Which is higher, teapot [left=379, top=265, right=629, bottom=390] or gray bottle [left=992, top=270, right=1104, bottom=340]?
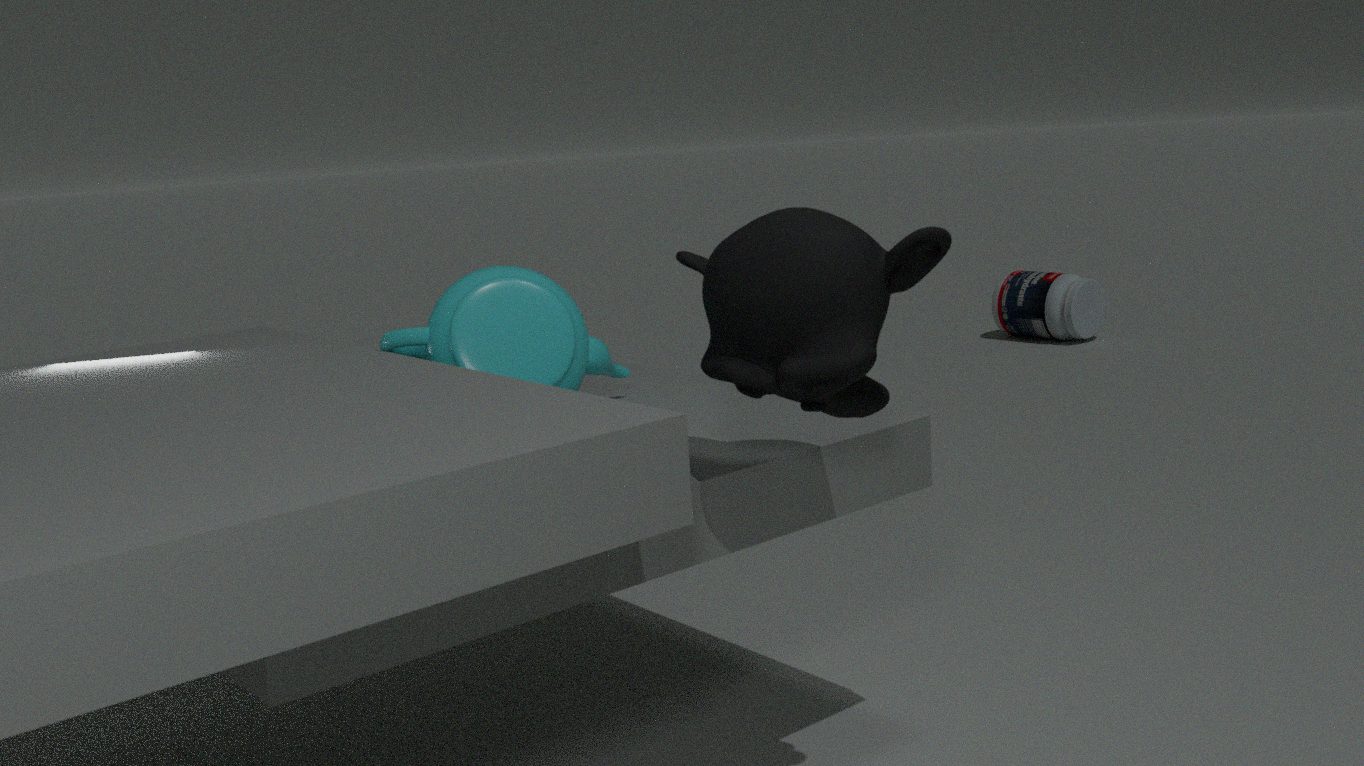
teapot [left=379, top=265, right=629, bottom=390]
